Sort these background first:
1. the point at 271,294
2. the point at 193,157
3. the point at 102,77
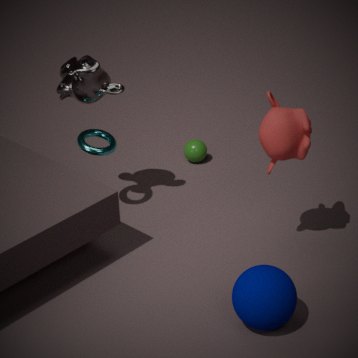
1. the point at 193,157
2. the point at 102,77
3. the point at 271,294
